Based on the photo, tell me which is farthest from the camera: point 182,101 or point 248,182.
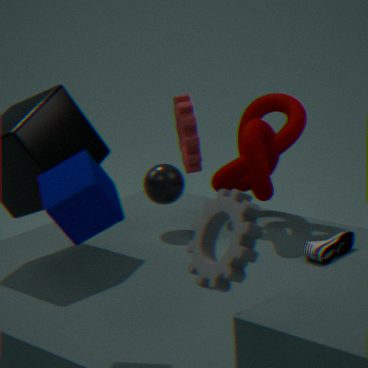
point 248,182
